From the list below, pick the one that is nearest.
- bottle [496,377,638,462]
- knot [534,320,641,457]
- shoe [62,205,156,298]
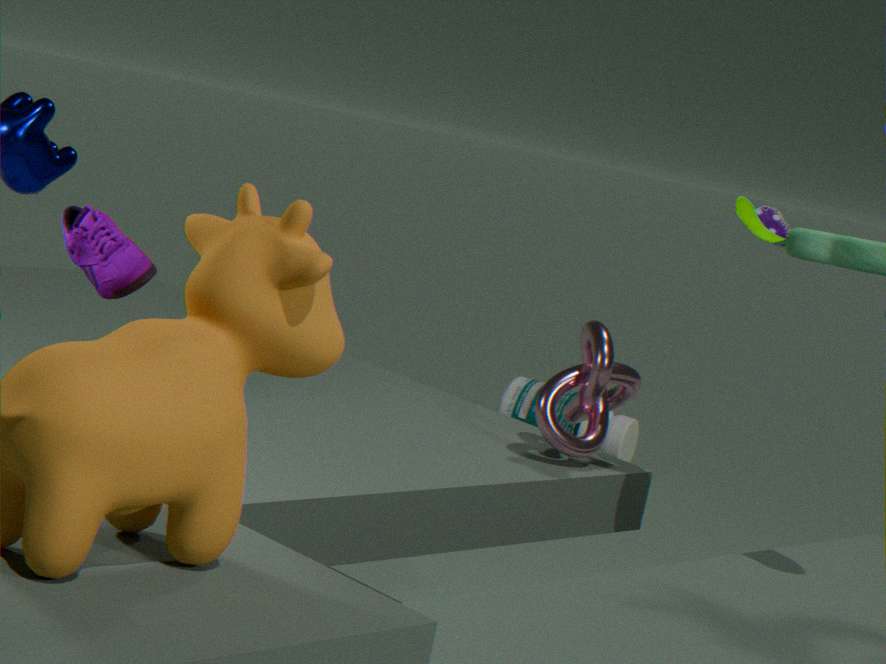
shoe [62,205,156,298]
